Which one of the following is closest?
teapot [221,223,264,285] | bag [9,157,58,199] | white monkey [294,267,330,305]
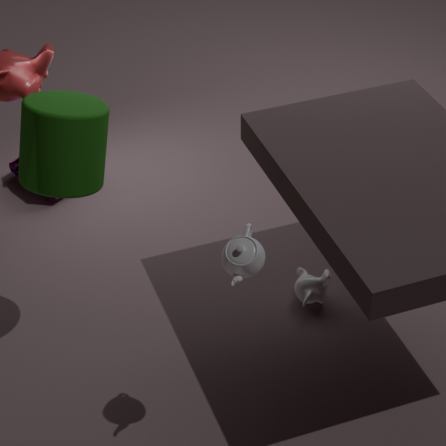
teapot [221,223,264,285]
